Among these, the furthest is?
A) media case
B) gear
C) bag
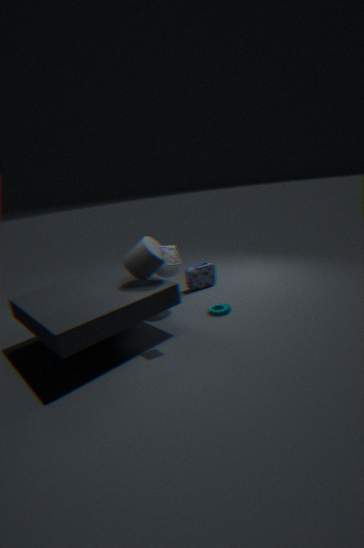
C. bag
